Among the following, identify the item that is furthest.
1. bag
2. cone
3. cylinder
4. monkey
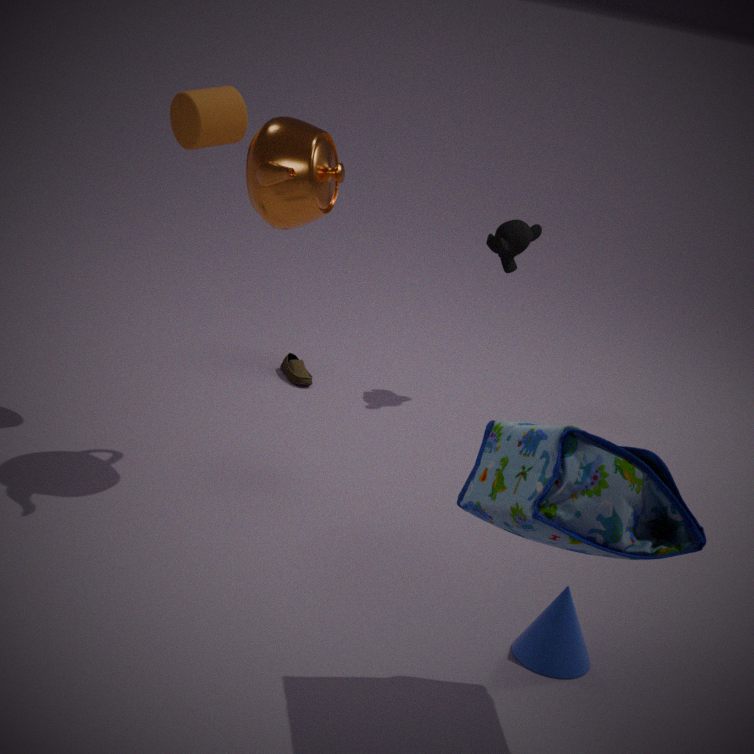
monkey
